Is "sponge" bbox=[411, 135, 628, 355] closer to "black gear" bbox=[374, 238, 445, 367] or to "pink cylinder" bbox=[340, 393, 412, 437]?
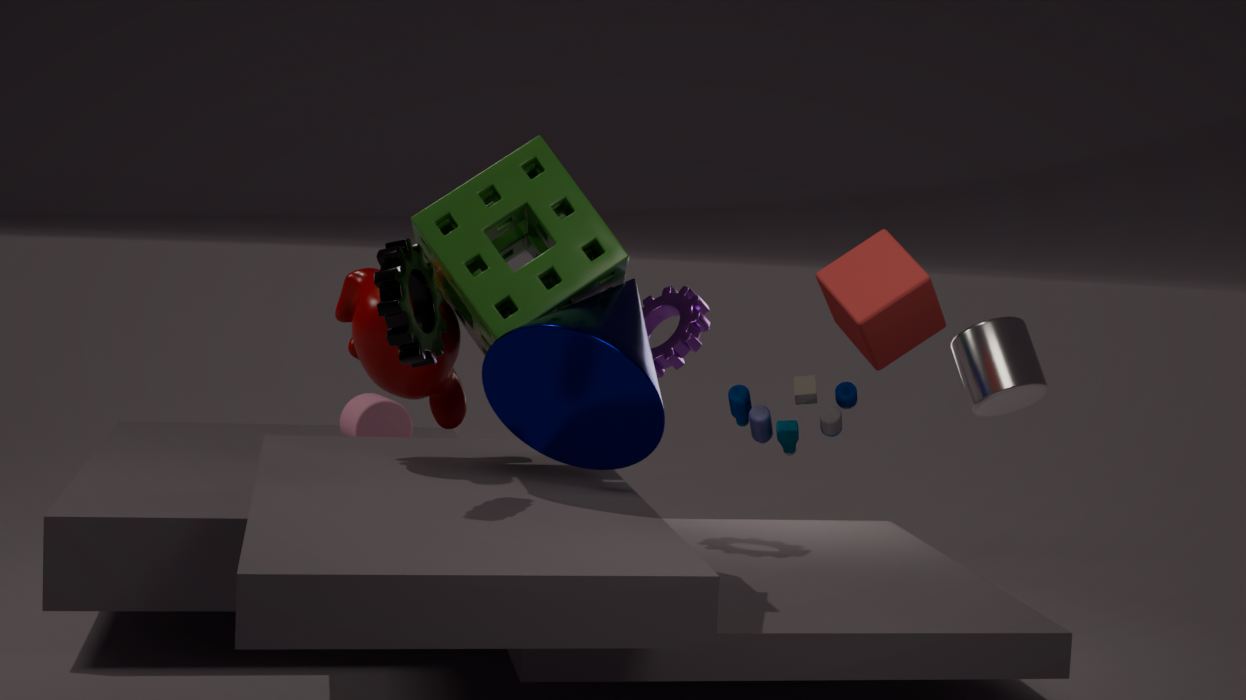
"black gear" bbox=[374, 238, 445, 367]
